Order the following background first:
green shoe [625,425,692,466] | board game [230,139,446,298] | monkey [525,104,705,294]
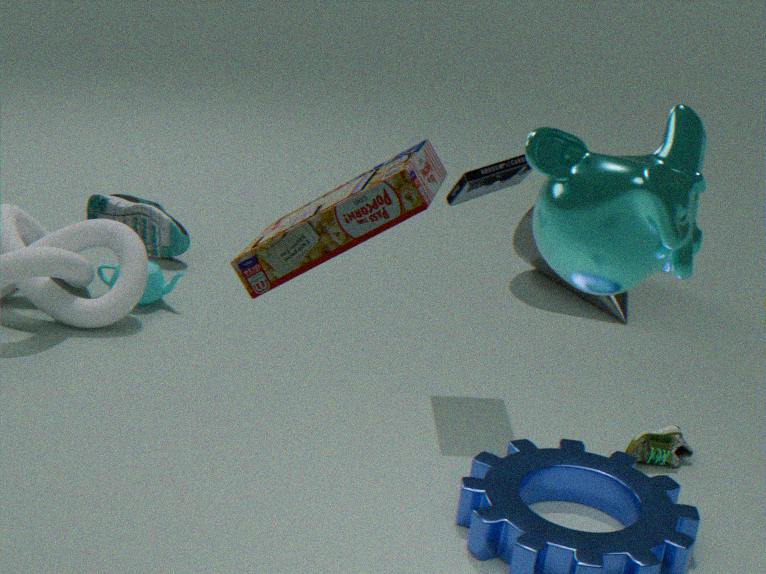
green shoe [625,425,692,466] < monkey [525,104,705,294] < board game [230,139,446,298]
